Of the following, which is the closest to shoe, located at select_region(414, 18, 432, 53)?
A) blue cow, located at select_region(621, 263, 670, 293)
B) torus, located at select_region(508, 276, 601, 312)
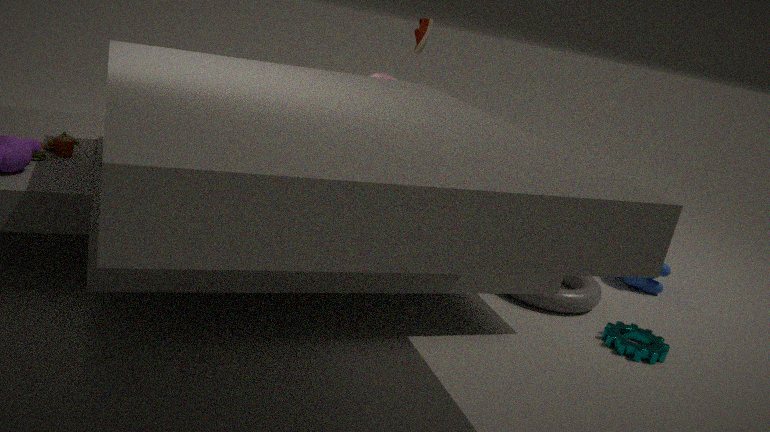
torus, located at select_region(508, 276, 601, 312)
